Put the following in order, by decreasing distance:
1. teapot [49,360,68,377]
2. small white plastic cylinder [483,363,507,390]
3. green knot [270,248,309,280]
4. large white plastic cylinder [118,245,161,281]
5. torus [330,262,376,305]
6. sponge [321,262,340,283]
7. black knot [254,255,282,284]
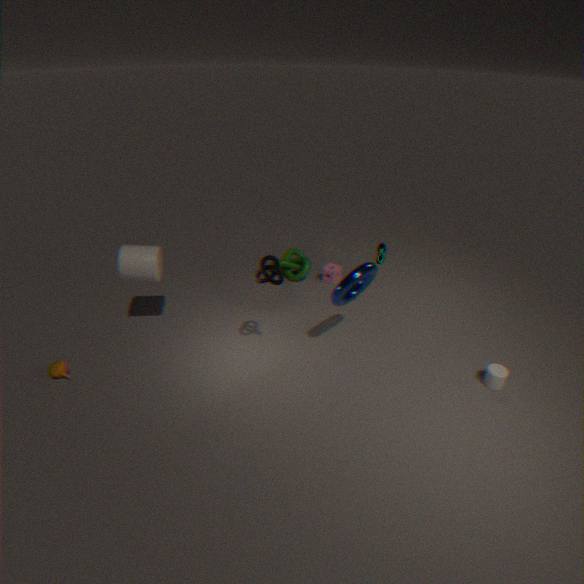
green knot [270,248,309,280] → sponge [321,262,340,283] → large white plastic cylinder [118,245,161,281] → teapot [49,360,68,377] → small white plastic cylinder [483,363,507,390] → torus [330,262,376,305] → black knot [254,255,282,284]
